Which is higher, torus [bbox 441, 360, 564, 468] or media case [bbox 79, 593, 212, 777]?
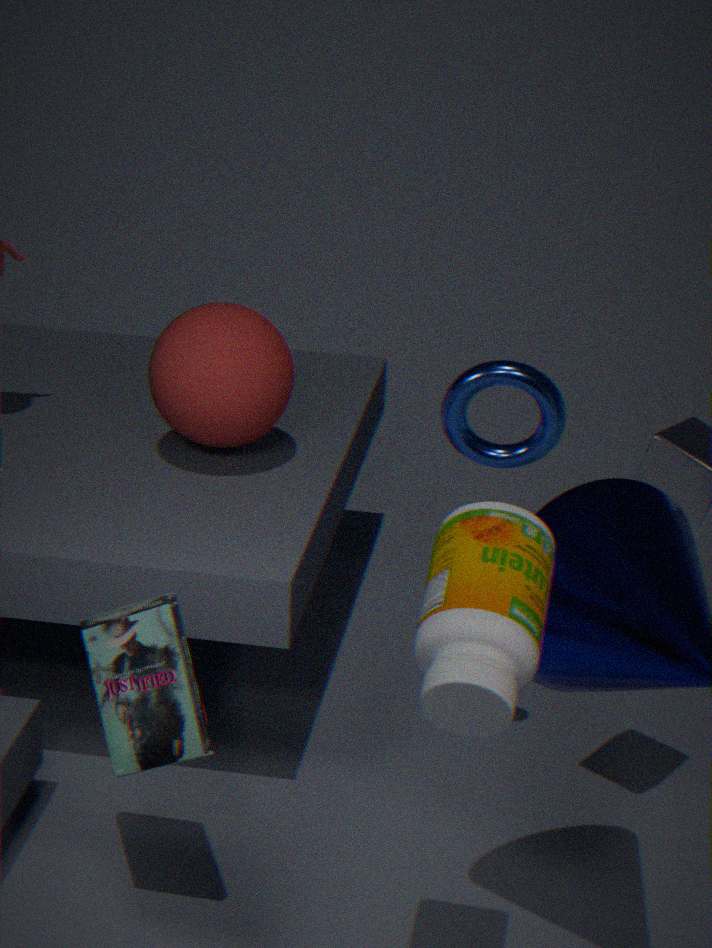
torus [bbox 441, 360, 564, 468]
